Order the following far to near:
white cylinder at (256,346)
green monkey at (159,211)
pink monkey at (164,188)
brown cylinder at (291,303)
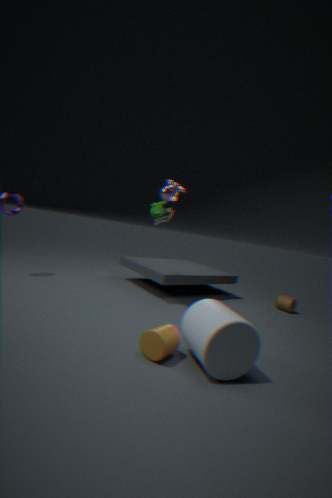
brown cylinder at (291,303) → green monkey at (159,211) → pink monkey at (164,188) → white cylinder at (256,346)
